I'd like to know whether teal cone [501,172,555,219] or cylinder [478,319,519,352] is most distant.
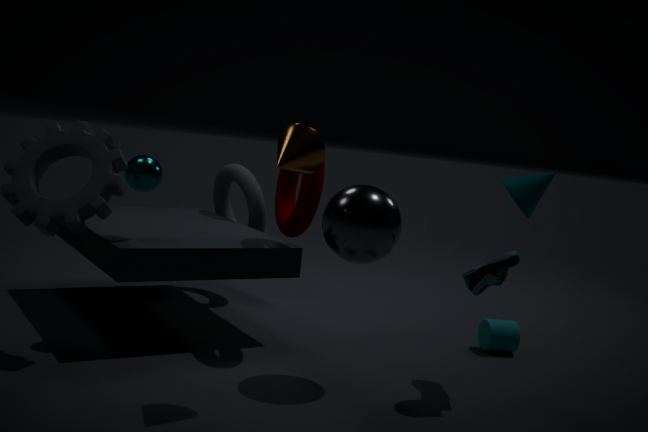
cylinder [478,319,519,352]
